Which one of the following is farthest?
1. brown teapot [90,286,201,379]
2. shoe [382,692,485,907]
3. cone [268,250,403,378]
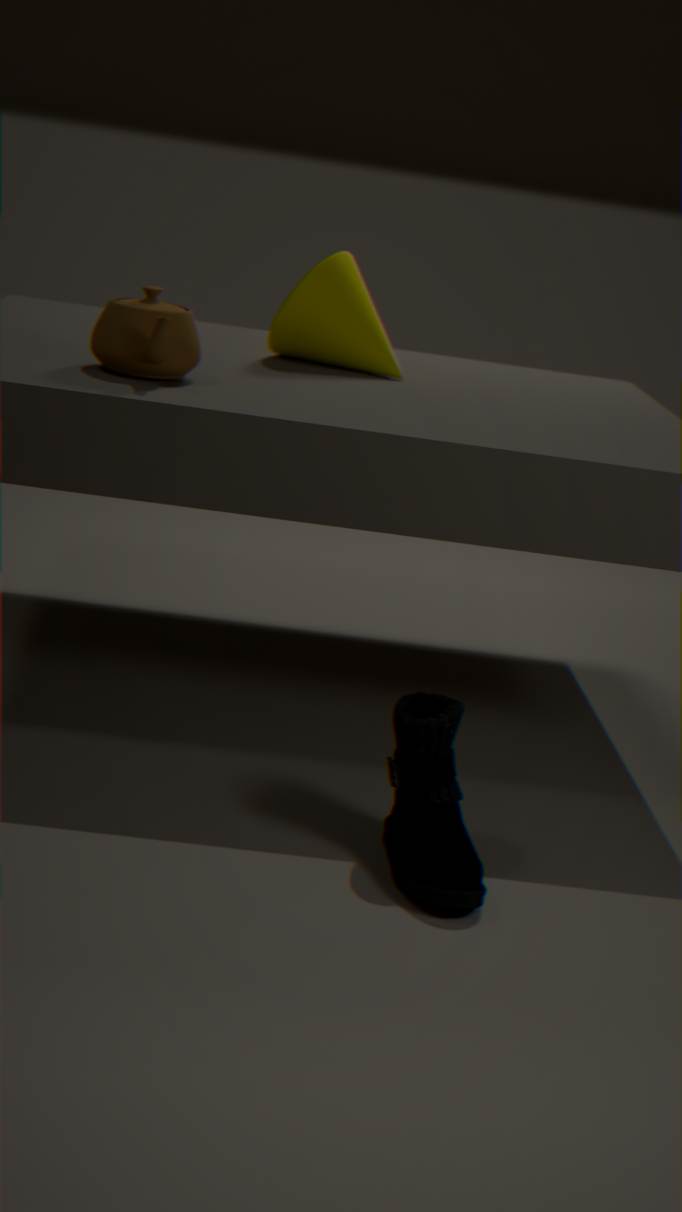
cone [268,250,403,378]
